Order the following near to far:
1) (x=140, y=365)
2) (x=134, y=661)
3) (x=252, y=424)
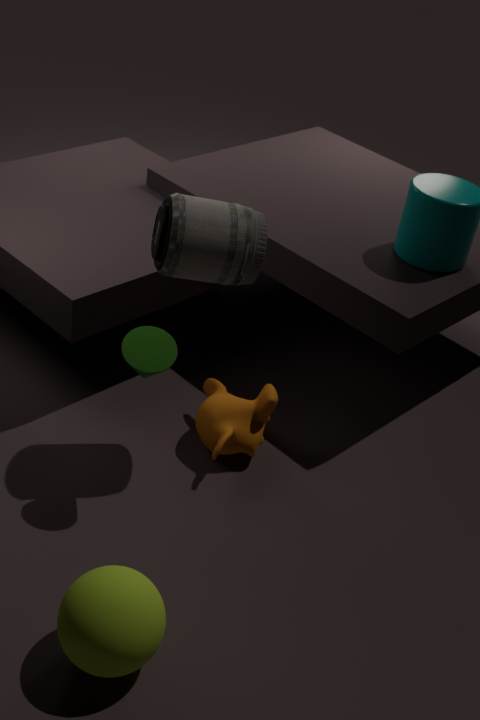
2. (x=134, y=661) → 1. (x=140, y=365) → 3. (x=252, y=424)
